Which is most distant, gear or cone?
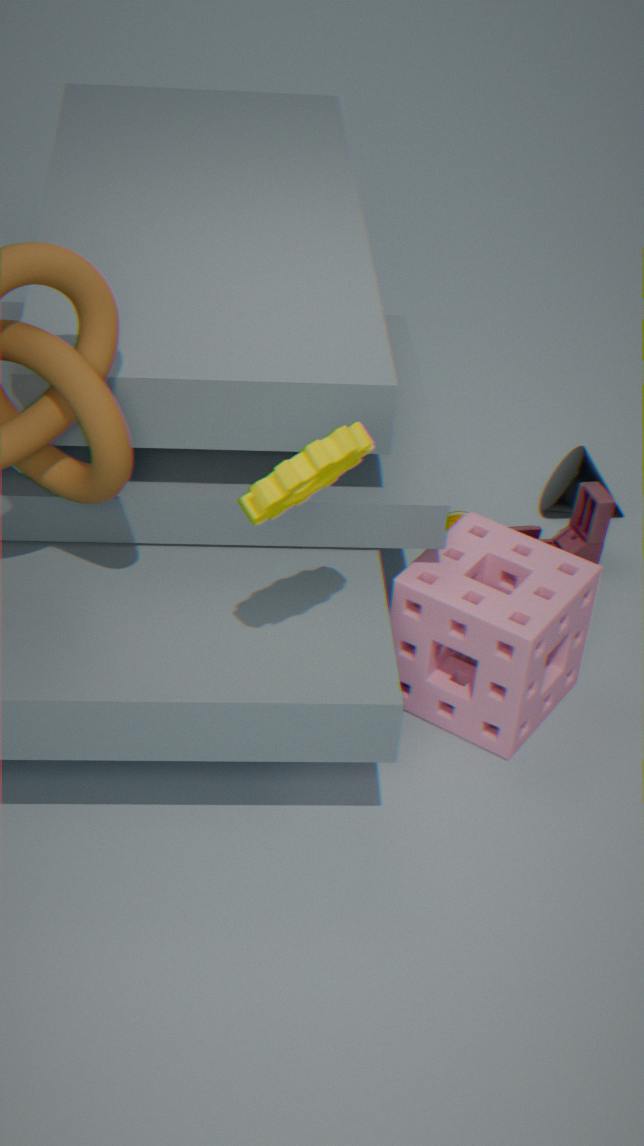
cone
